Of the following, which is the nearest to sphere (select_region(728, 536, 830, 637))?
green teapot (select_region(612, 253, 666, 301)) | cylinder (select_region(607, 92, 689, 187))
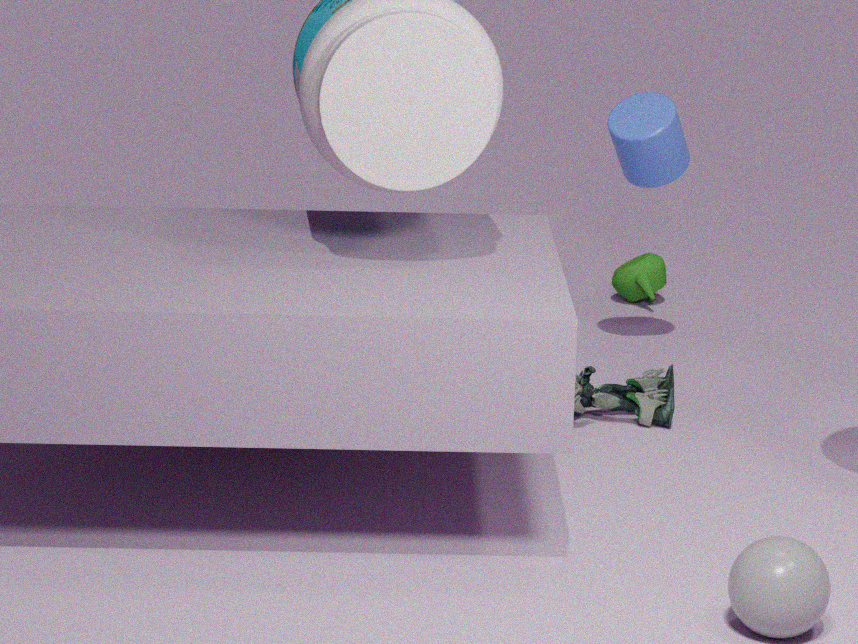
cylinder (select_region(607, 92, 689, 187))
